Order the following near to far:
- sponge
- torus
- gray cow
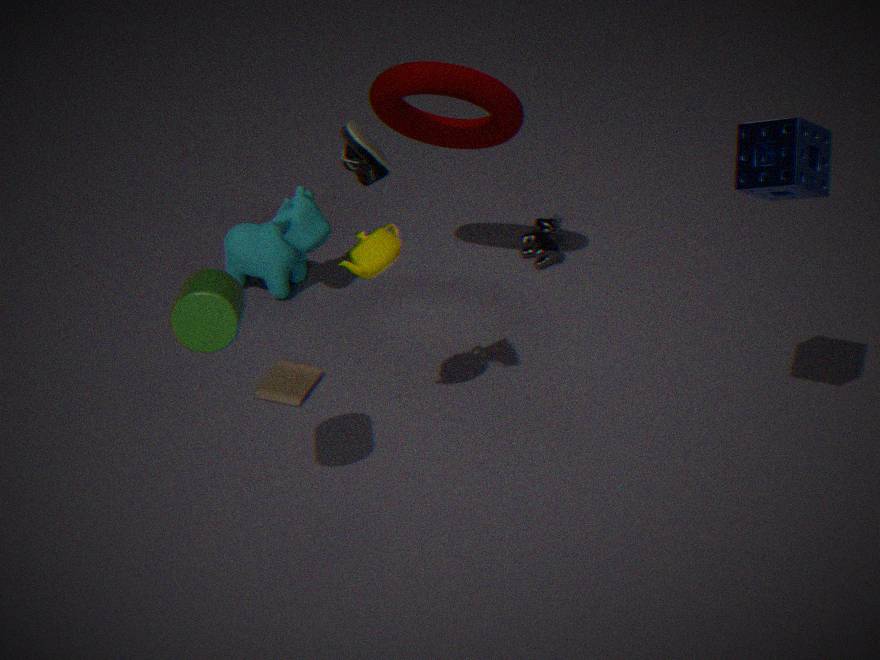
1. sponge
2. torus
3. gray cow
